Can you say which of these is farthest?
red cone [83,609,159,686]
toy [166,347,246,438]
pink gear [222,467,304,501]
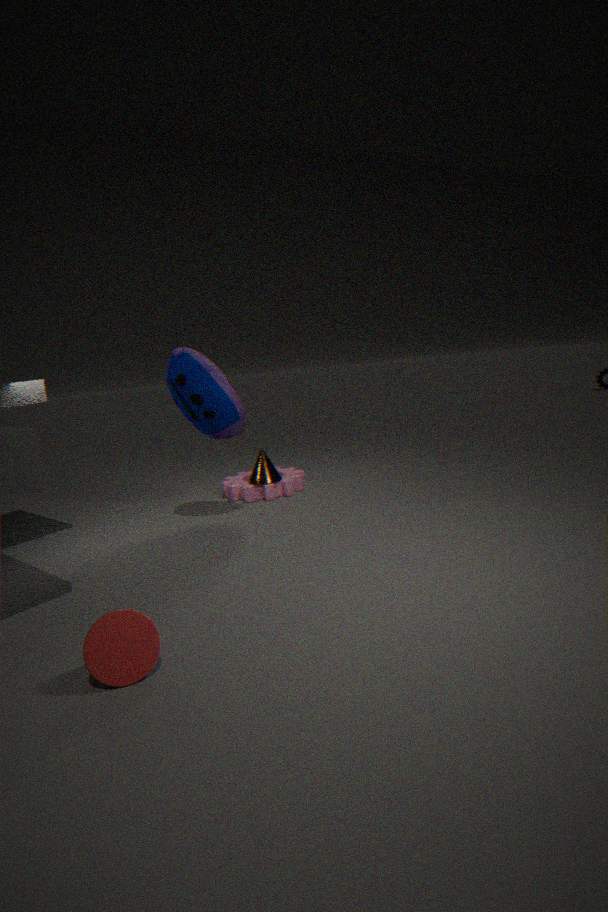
pink gear [222,467,304,501]
